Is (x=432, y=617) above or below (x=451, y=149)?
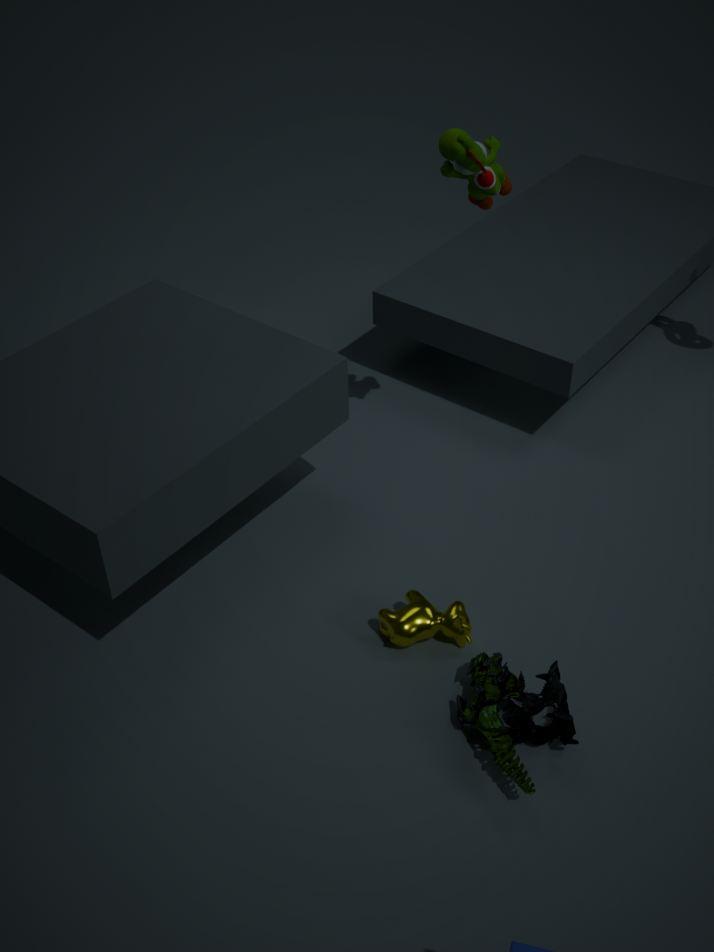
below
